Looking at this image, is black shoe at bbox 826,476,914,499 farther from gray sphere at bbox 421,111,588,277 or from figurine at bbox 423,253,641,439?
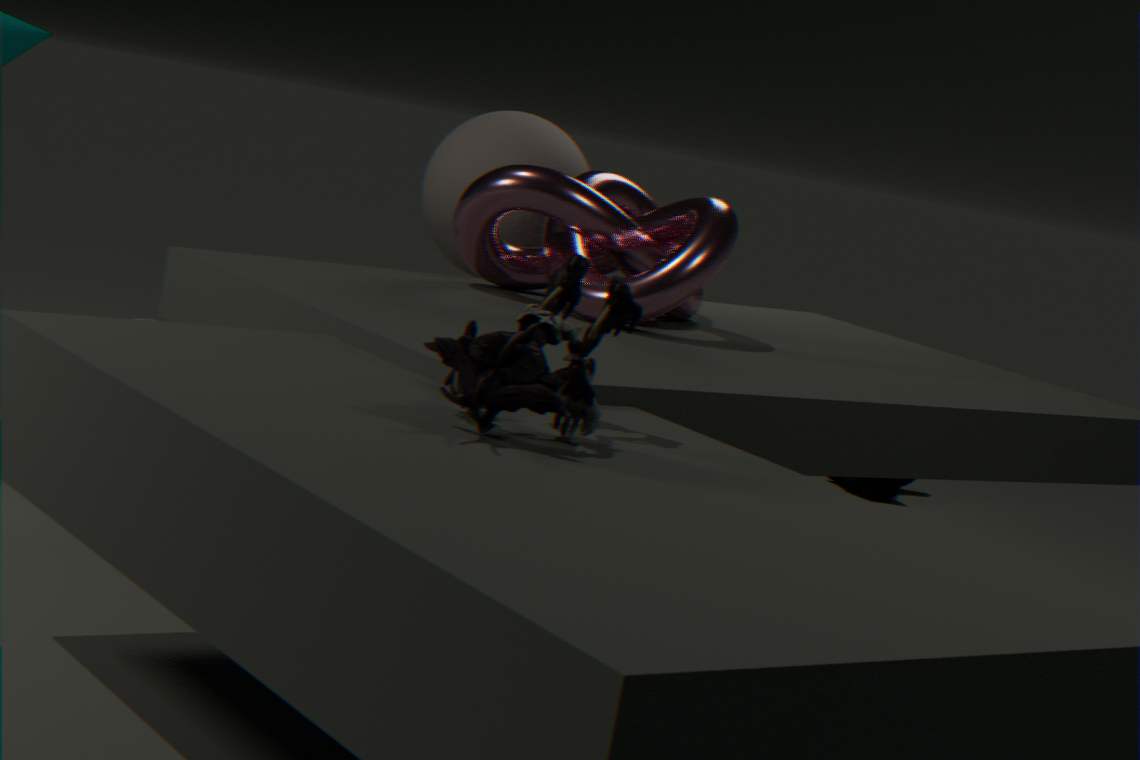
figurine at bbox 423,253,641,439
